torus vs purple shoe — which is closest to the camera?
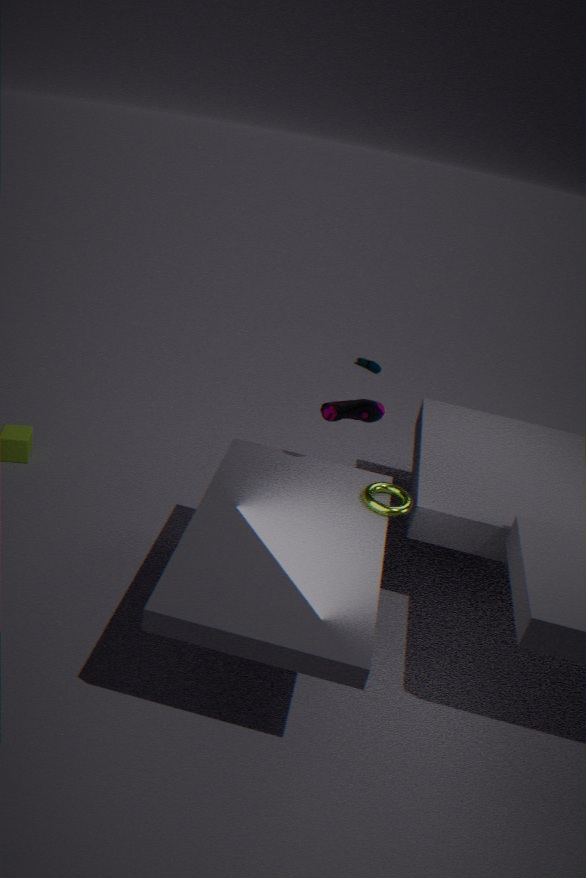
torus
